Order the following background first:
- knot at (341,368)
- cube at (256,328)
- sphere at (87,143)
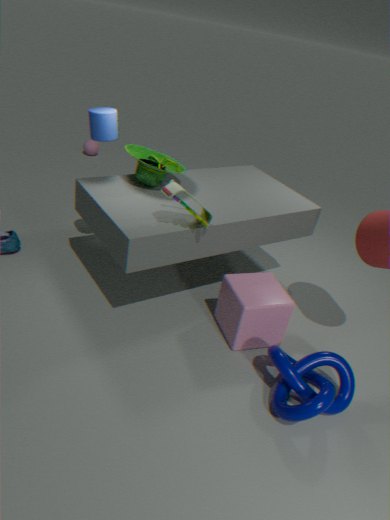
1. sphere at (87,143)
2. cube at (256,328)
3. knot at (341,368)
